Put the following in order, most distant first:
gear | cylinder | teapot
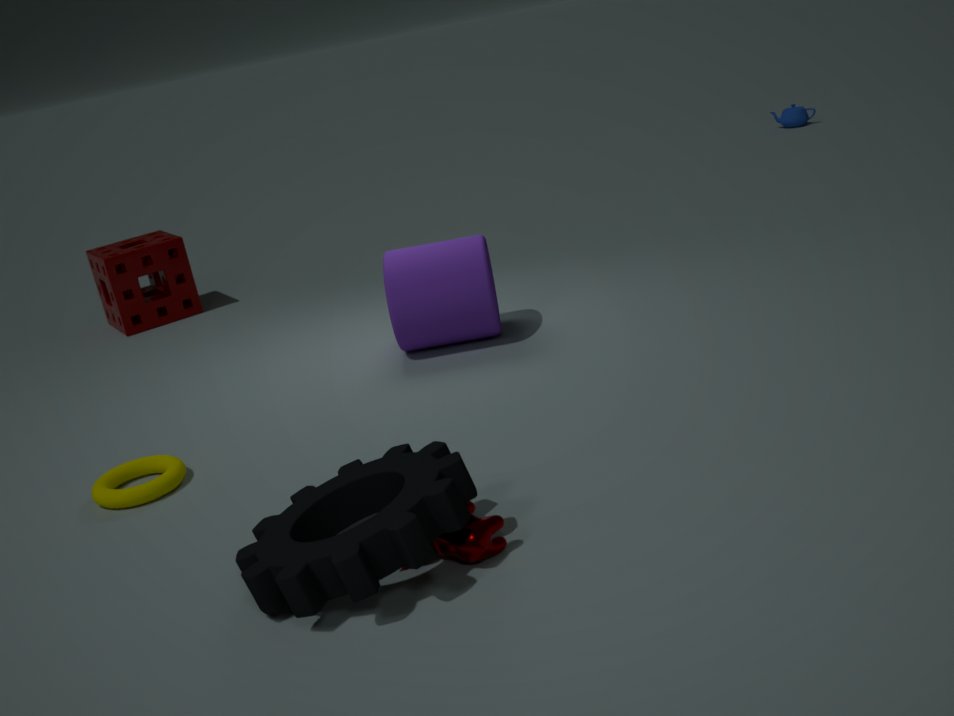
teapot, cylinder, gear
